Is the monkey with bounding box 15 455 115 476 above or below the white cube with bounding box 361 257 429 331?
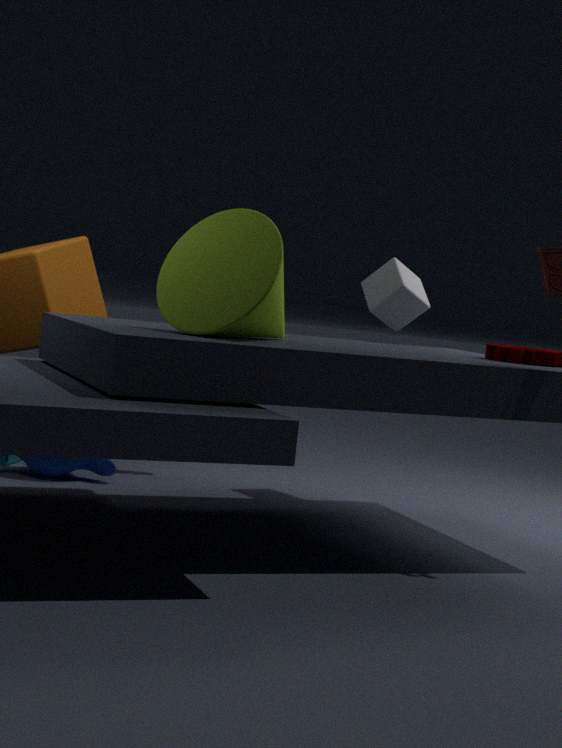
below
